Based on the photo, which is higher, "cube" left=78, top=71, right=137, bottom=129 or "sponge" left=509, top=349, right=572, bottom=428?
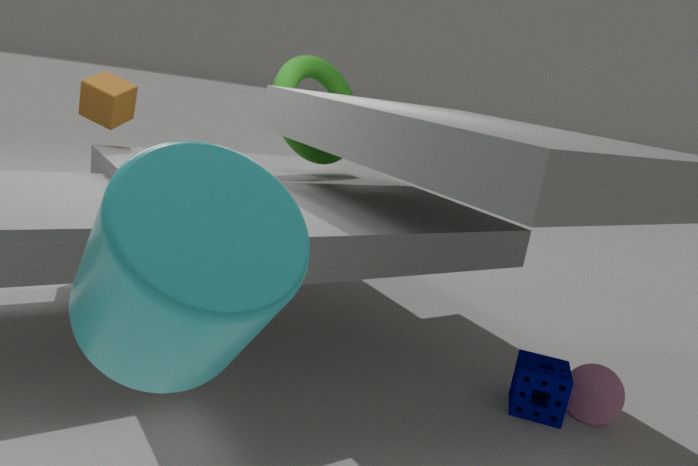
"cube" left=78, top=71, right=137, bottom=129
